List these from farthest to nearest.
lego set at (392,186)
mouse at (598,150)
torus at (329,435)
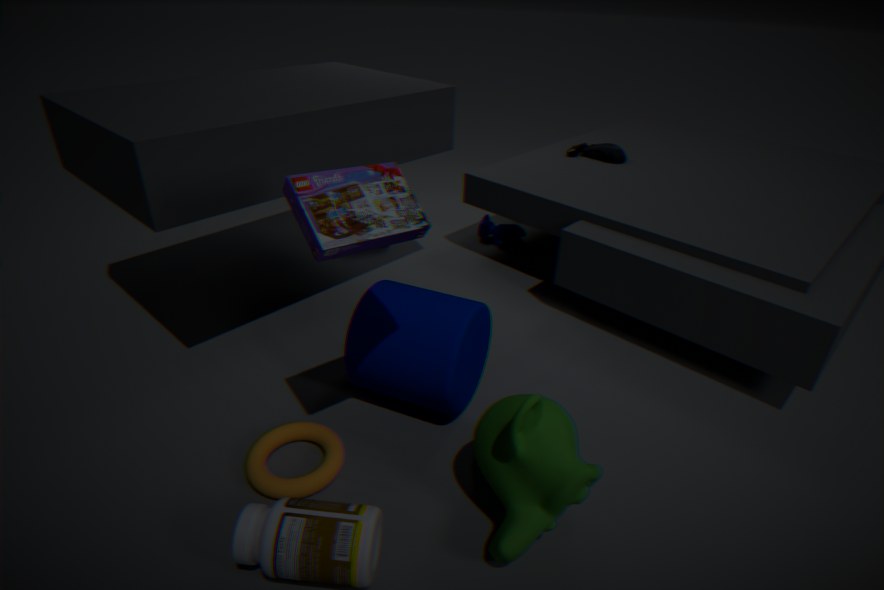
mouse at (598,150) < torus at (329,435) < lego set at (392,186)
